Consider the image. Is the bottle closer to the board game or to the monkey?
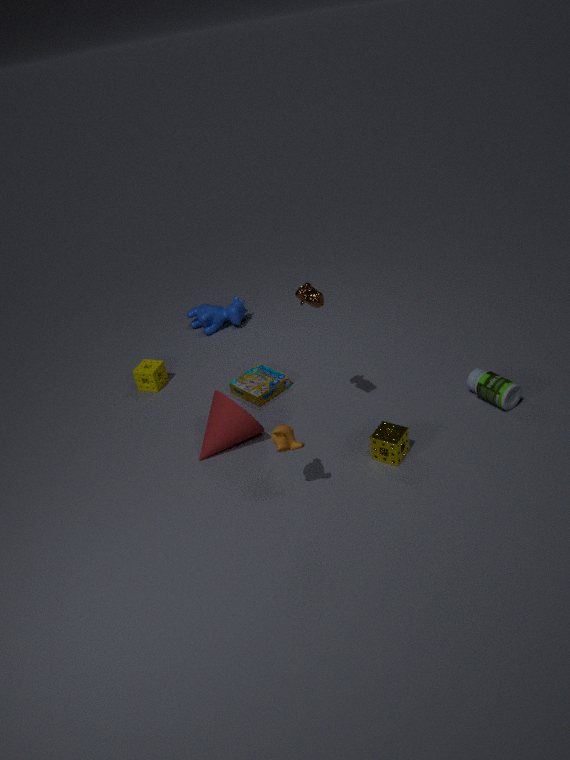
the board game
